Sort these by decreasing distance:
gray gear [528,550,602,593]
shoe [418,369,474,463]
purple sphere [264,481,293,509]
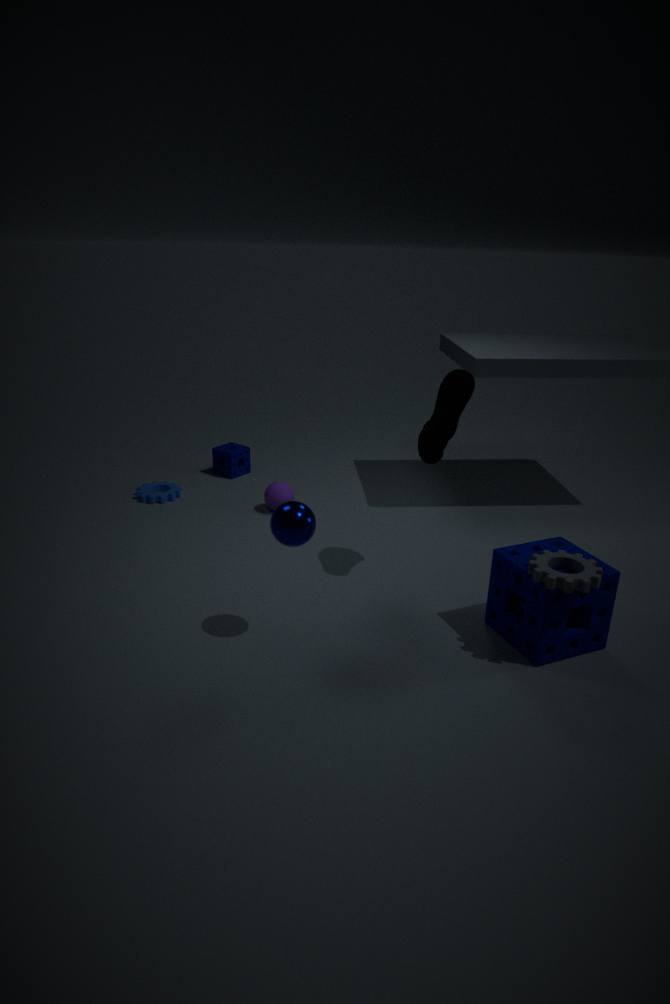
purple sphere [264,481,293,509], shoe [418,369,474,463], gray gear [528,550,602,593]
